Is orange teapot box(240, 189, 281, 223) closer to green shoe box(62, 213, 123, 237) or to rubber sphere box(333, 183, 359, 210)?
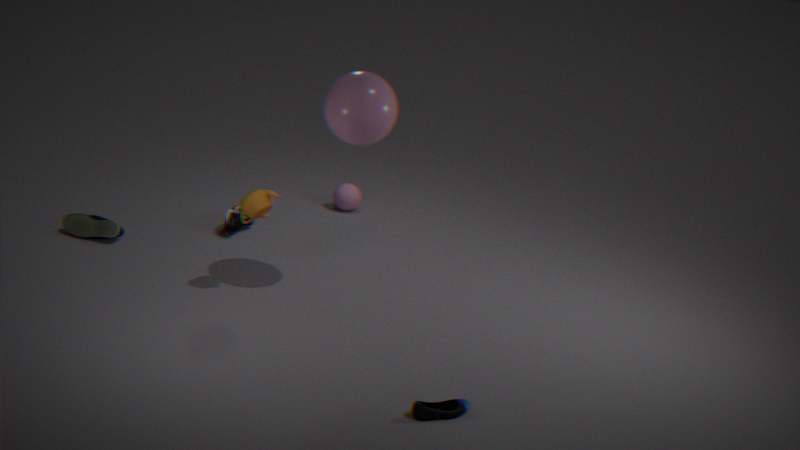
green shoe box(62, 213, 123, 237)
